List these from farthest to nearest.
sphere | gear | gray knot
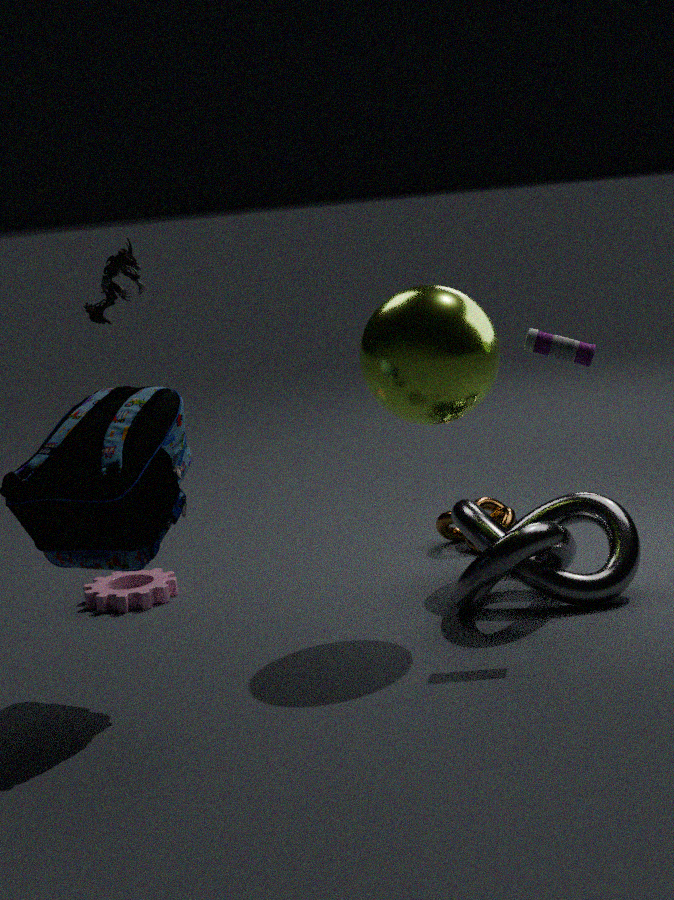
gear
gray knot
sphere
